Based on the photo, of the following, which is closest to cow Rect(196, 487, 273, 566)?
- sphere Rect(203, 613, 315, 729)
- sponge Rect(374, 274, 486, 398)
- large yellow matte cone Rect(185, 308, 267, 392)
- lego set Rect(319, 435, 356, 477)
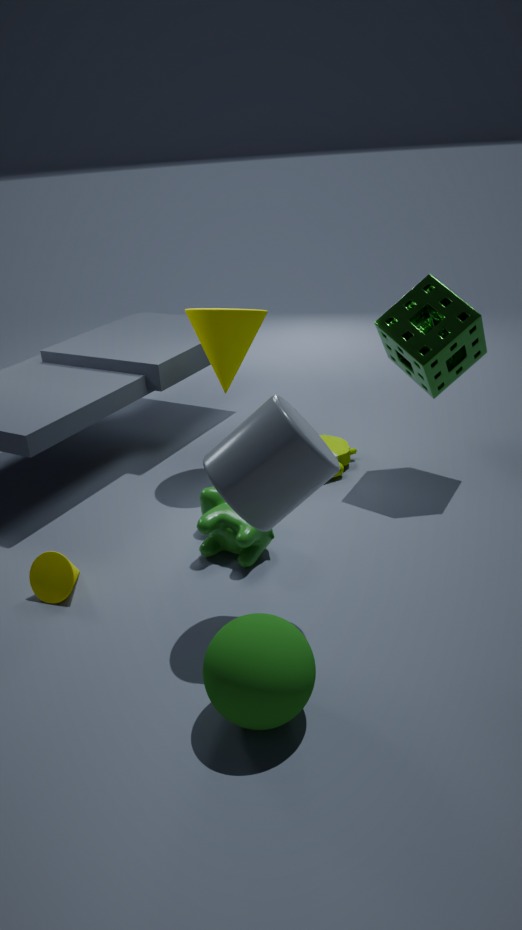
lego set Rect(319, 435, 356, 477)
